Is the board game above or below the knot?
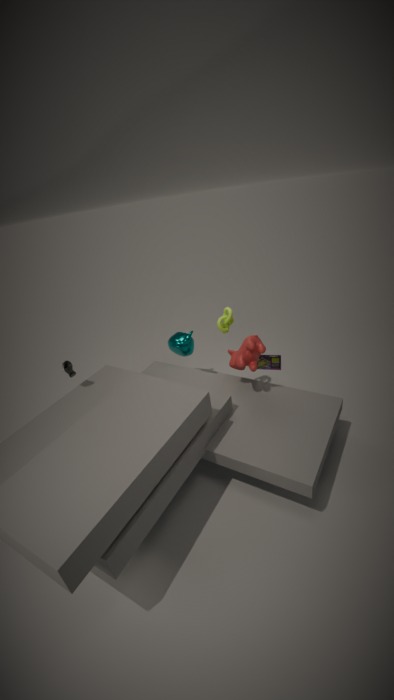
below
